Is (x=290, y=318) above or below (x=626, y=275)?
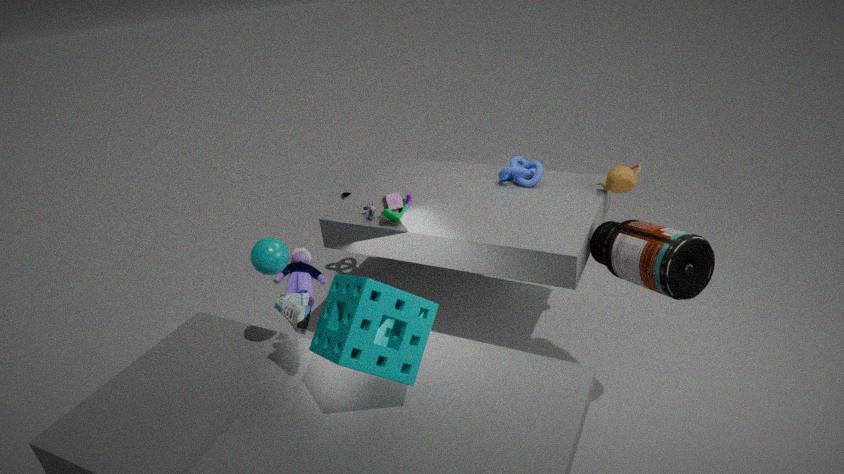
below
